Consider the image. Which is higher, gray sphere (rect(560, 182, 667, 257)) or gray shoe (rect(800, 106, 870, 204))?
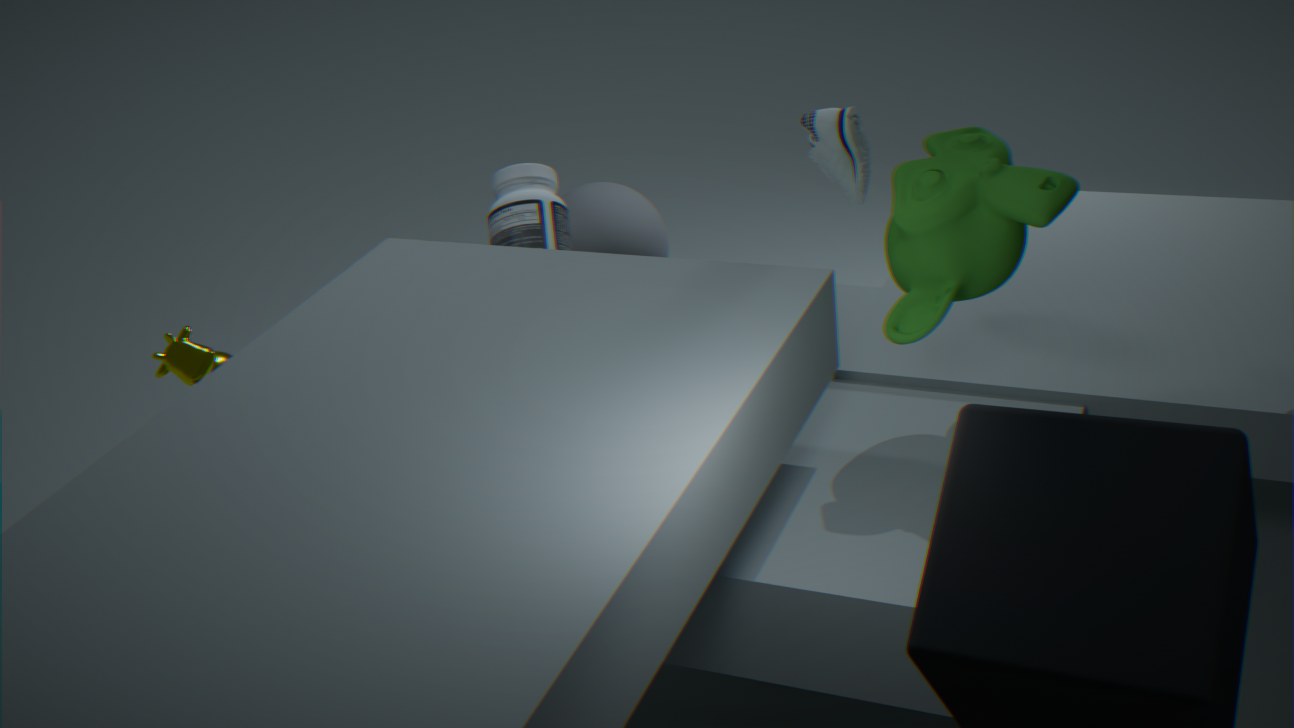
gray shoe (rect(800, 106, 870, 204))
